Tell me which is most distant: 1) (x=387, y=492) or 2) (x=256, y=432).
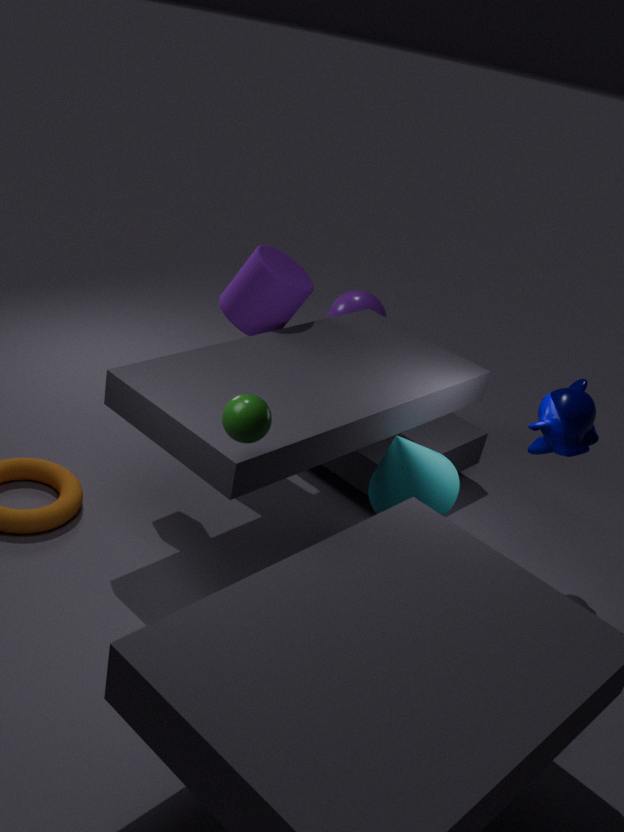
1. (x=387, y=492)
